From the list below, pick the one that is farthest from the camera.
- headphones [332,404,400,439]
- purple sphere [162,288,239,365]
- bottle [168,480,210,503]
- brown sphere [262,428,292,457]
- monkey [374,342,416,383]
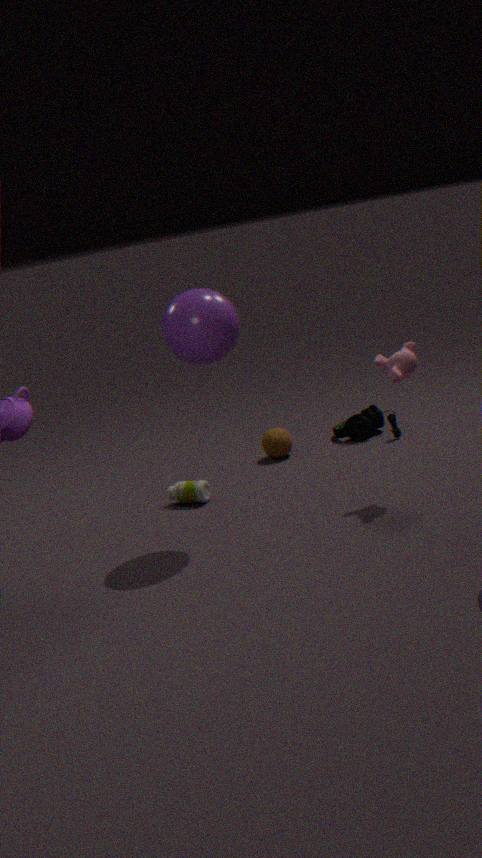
headphones [332,404,400,439]
